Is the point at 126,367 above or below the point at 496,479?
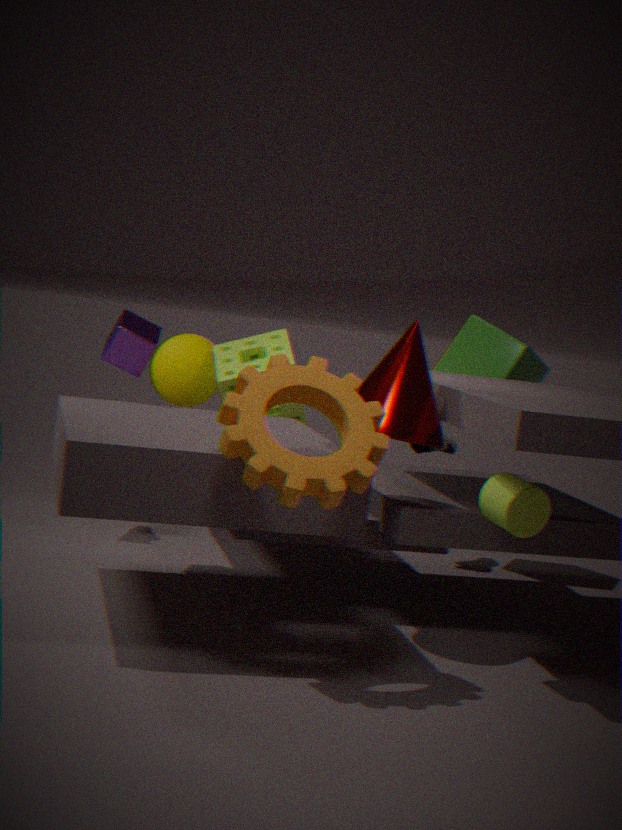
above
